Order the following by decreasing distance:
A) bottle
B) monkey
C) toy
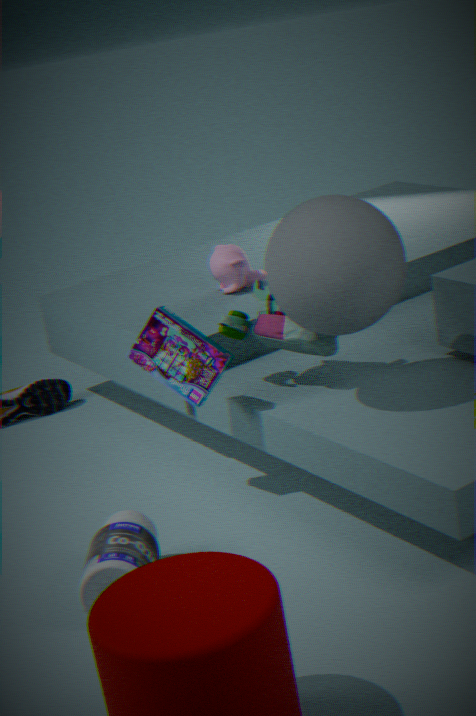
monkey < toy < bottle
